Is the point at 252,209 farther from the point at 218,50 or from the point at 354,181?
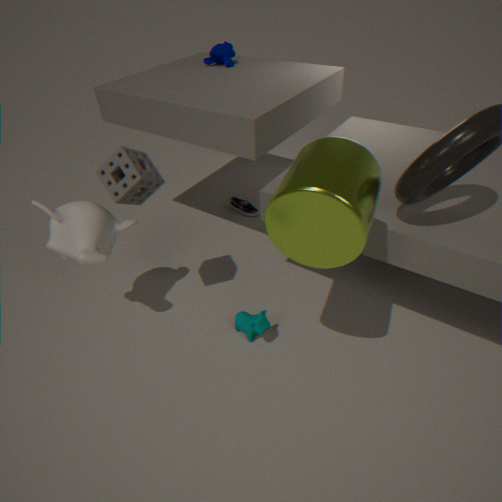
the point at 354,181
